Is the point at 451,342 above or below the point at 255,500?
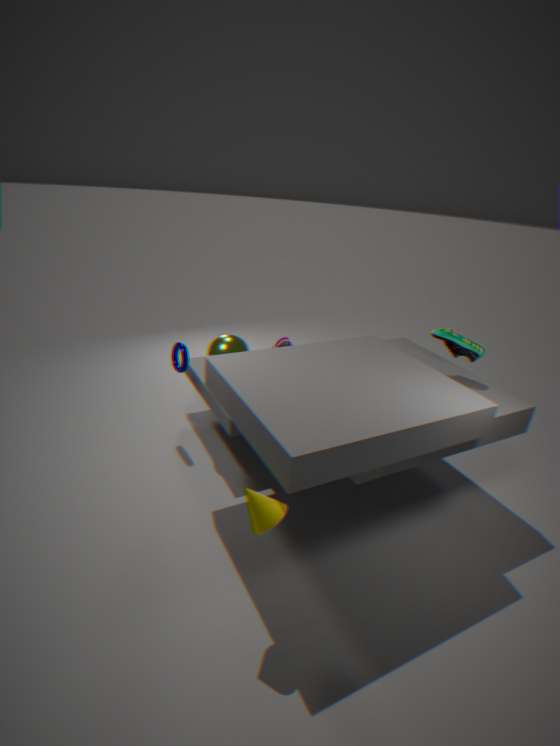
above
